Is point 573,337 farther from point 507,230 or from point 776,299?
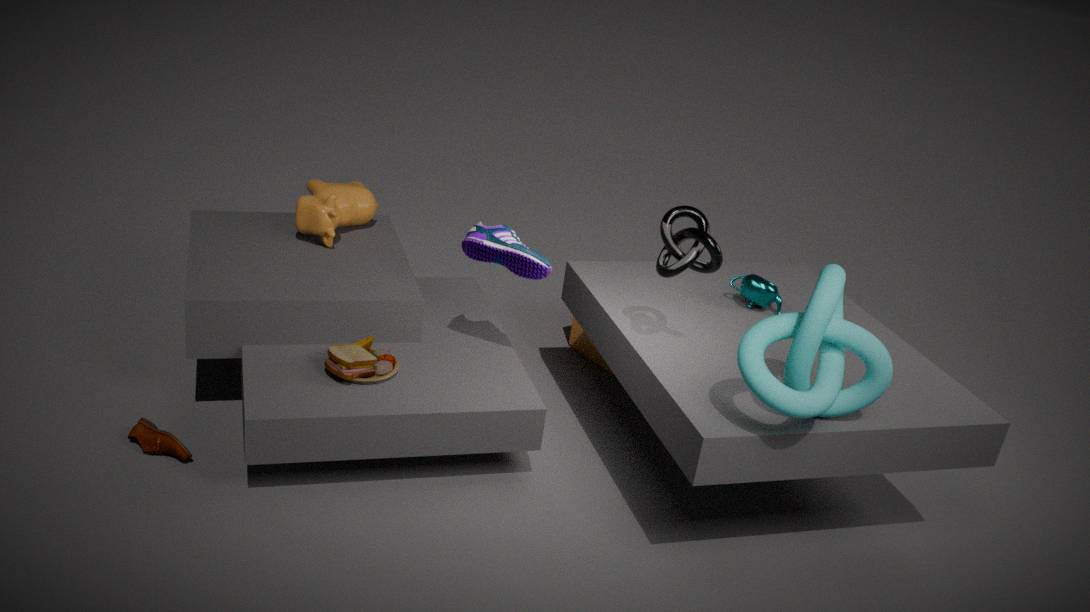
point 507,230
